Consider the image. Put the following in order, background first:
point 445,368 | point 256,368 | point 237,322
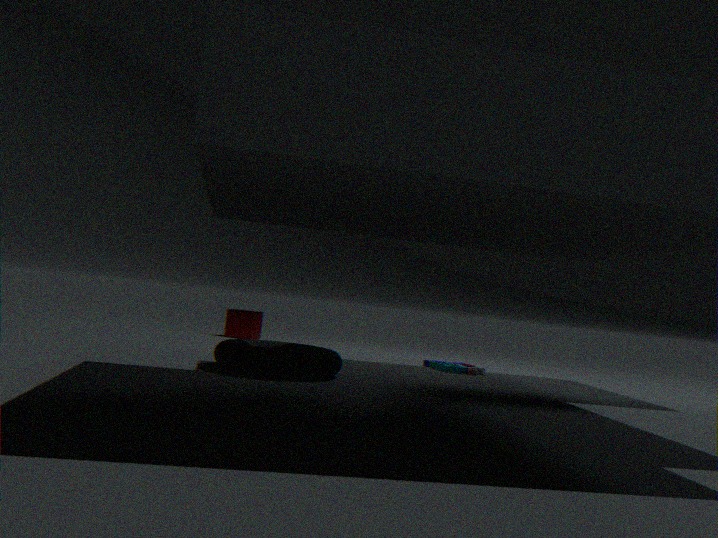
1. point 237,322
2. point 445,368
3. point 256,368
